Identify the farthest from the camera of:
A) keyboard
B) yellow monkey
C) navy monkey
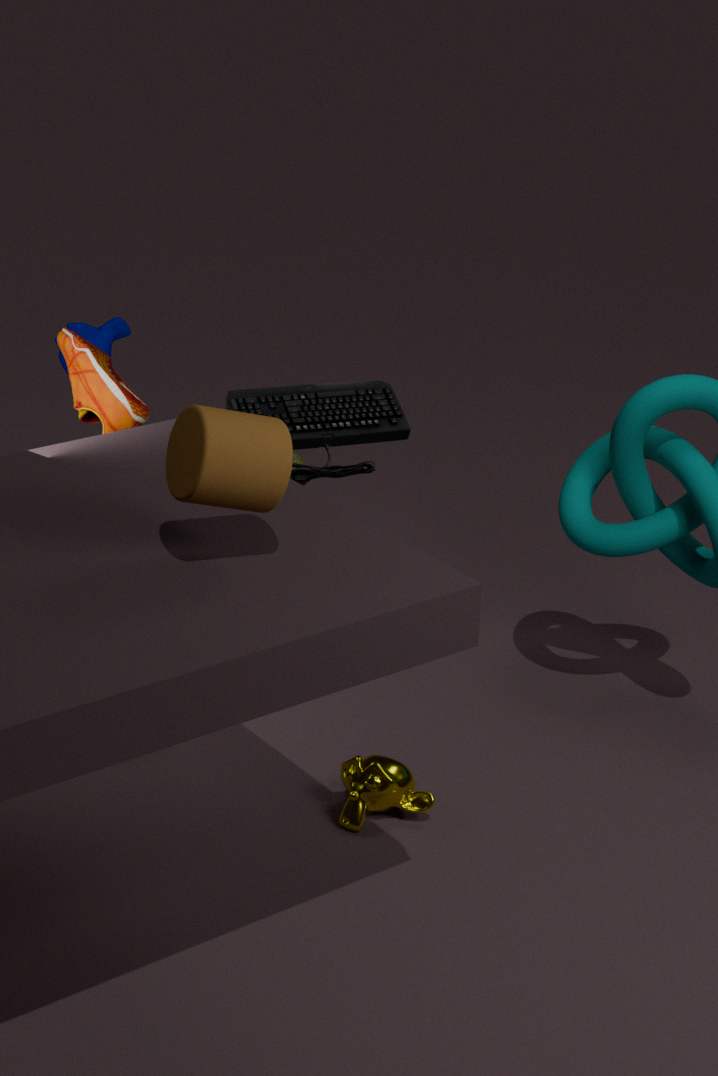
navy monkey
